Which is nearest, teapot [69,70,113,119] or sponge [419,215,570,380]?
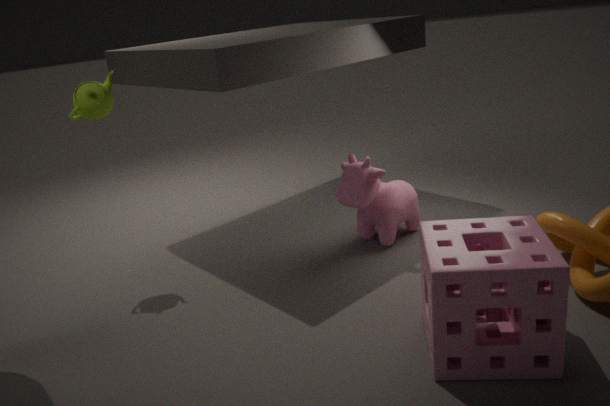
sponge [419,215,570,380]
